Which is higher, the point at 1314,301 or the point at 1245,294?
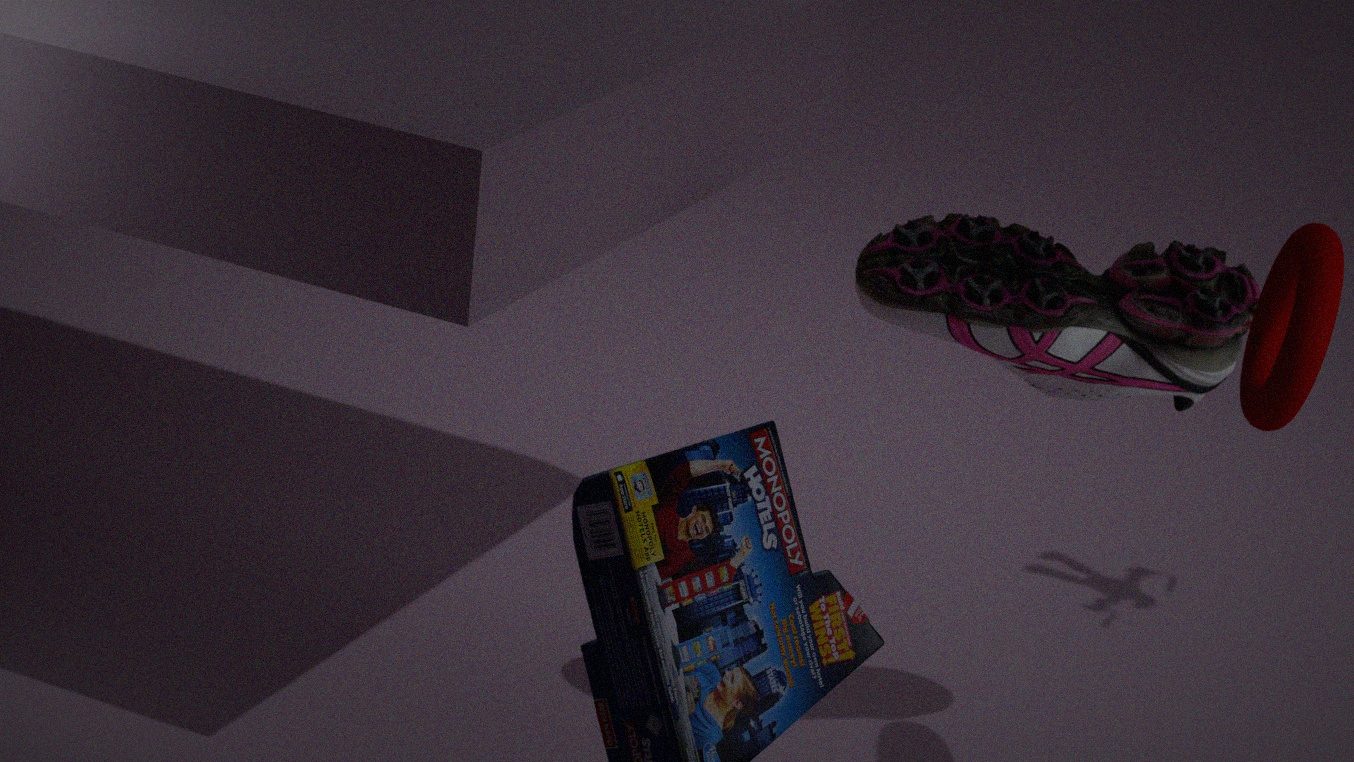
the point at 1314,301
